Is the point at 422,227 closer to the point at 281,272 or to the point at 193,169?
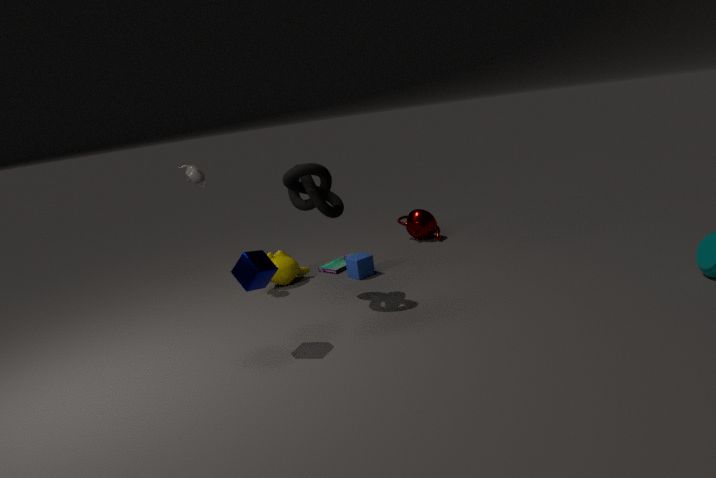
the point at 281,272
